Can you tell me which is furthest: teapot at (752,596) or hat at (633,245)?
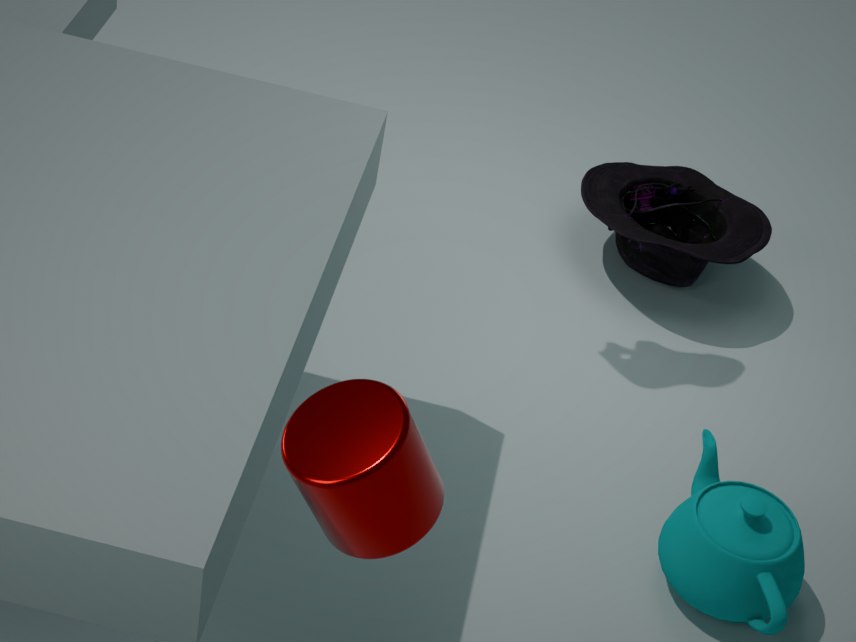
hat at (633,245)
